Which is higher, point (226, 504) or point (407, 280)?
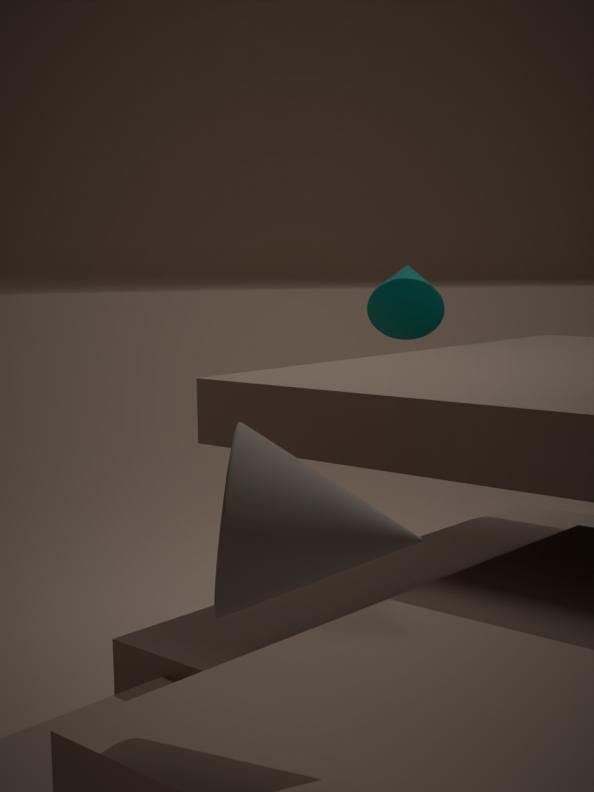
point (407, 280)
